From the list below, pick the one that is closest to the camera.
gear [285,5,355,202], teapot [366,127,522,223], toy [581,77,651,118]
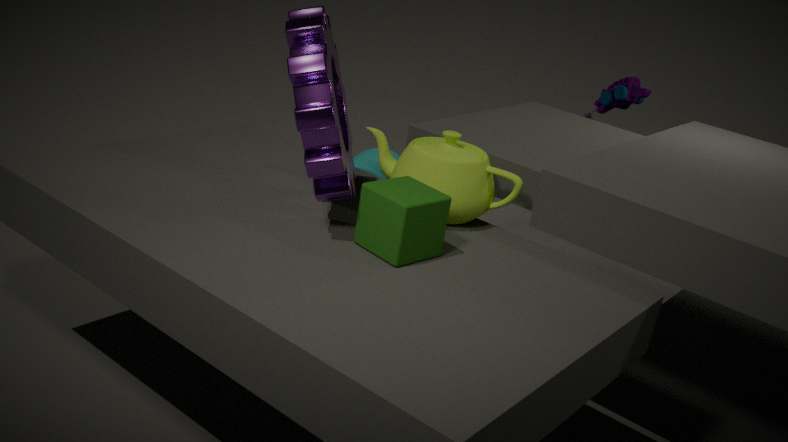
gear [285,5,355,202]
